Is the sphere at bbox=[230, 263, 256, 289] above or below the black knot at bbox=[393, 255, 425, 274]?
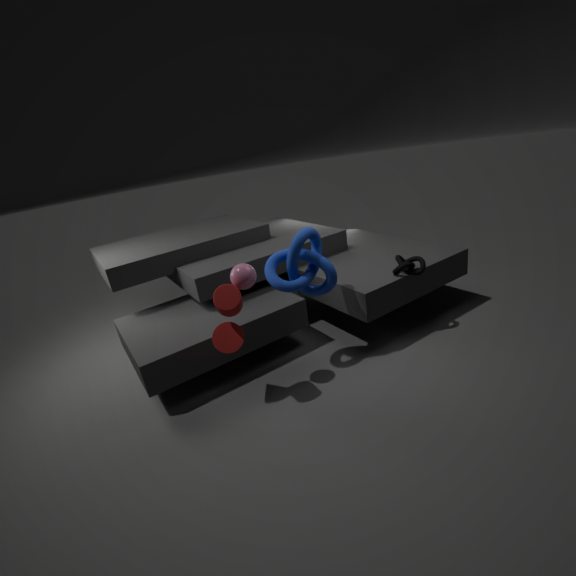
above
